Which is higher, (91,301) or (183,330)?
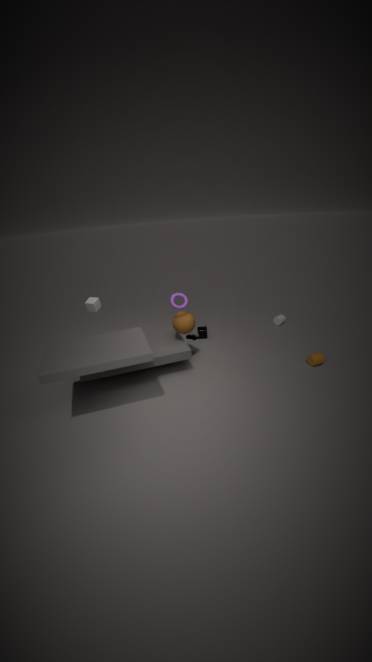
(91,301)
